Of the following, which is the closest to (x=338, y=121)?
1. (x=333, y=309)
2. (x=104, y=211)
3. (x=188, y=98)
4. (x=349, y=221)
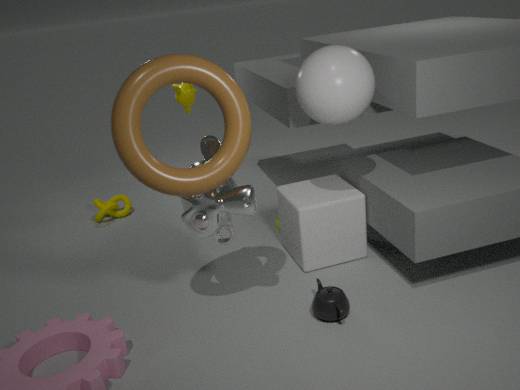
(x=349, y=221)
